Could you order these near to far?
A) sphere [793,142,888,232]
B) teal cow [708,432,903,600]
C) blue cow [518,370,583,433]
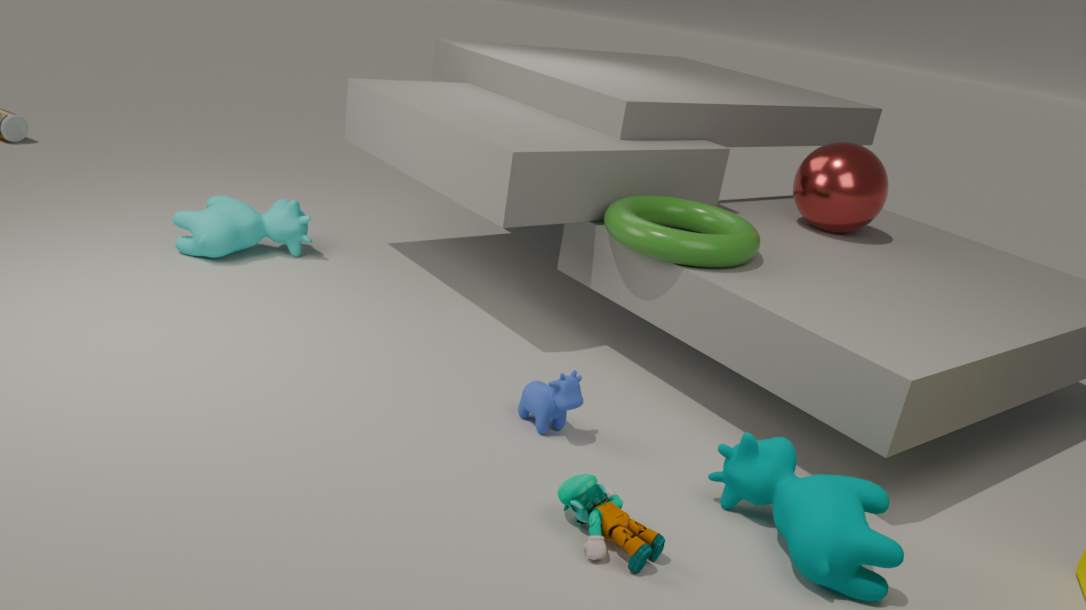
teal cow [708,432,903,600]
blue cow [518,370,583,433]
sphere [793,142,888,232]
